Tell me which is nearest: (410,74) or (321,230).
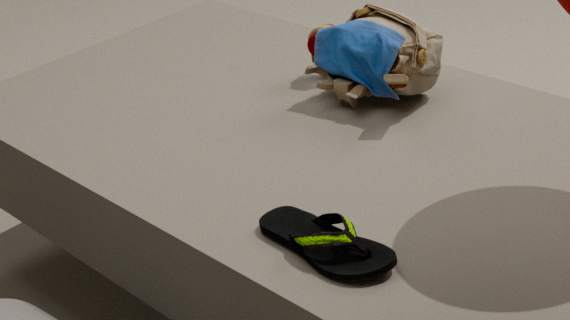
Answer: (321,230)
